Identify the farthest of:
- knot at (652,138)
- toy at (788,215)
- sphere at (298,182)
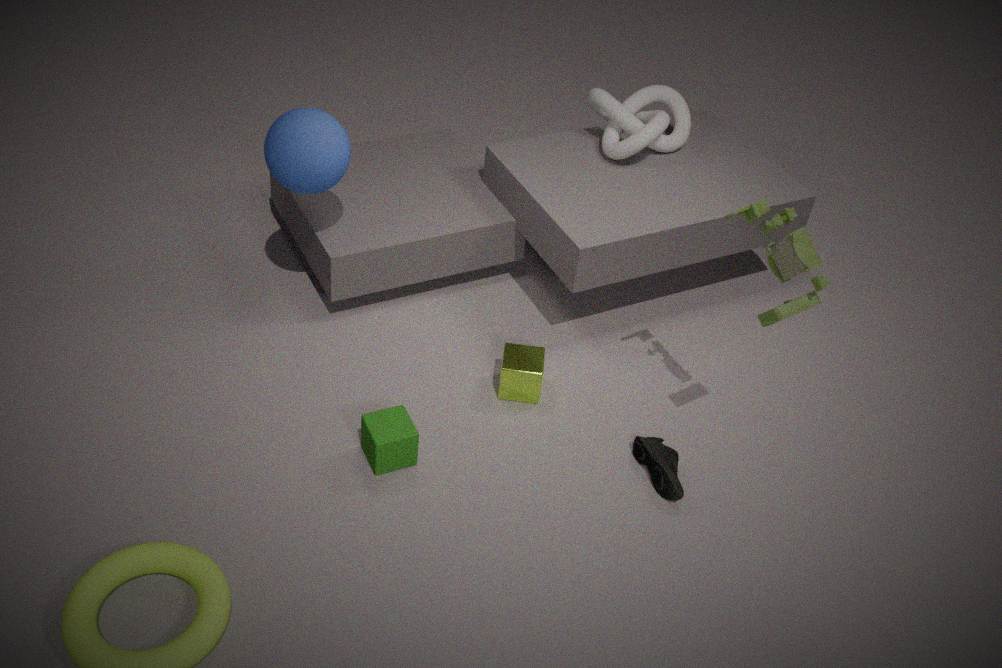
knot at (652,138)
